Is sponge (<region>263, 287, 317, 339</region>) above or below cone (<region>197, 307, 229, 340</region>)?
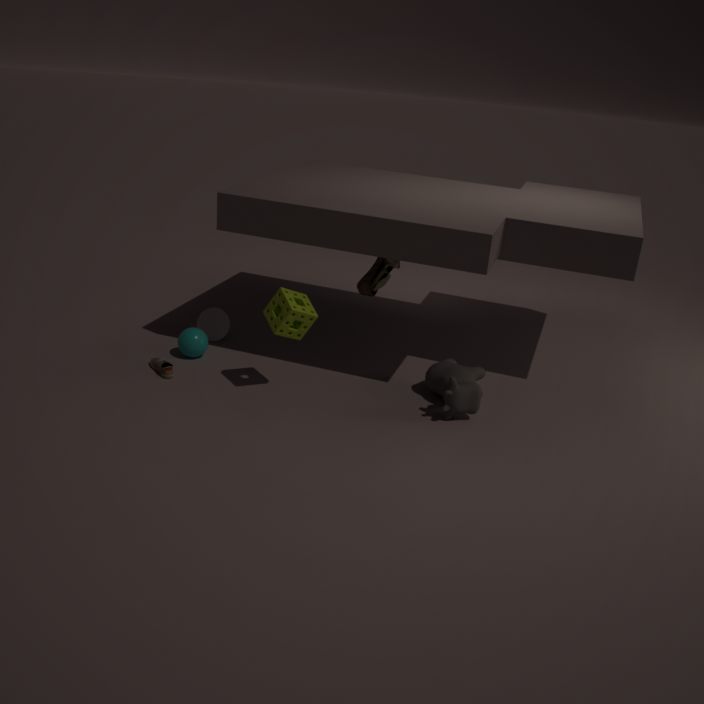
above
